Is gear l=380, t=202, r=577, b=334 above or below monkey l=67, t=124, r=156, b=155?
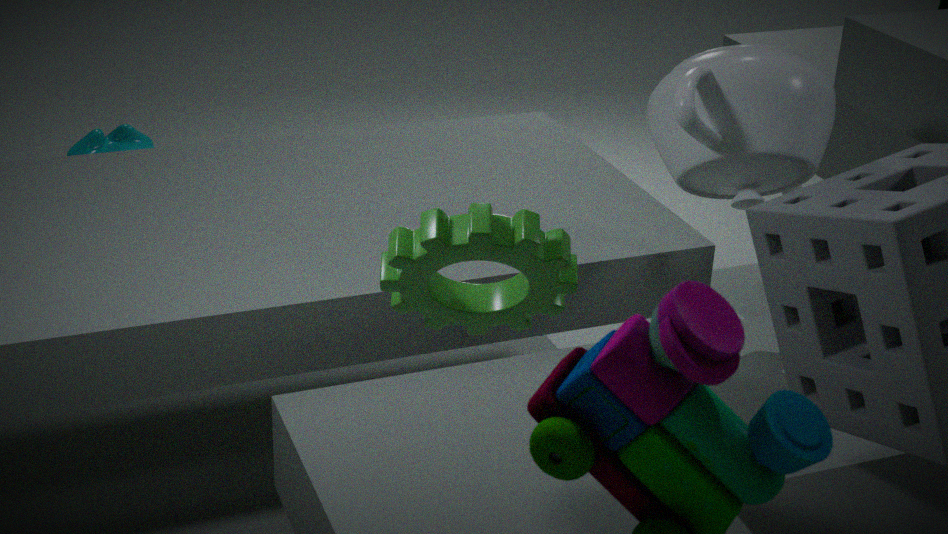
above
